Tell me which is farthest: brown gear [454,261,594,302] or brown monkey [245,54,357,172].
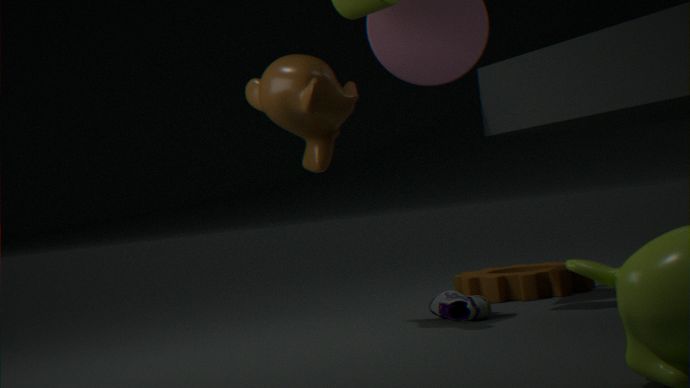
brown gear [454,261,594,302]
